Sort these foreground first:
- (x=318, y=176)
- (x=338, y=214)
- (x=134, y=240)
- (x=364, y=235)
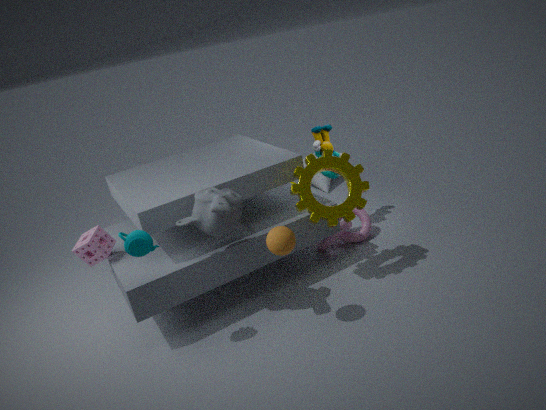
(x=134, y=240)
(x=338, y=214)
(x=364, y=235)
(x=318, y=176)
